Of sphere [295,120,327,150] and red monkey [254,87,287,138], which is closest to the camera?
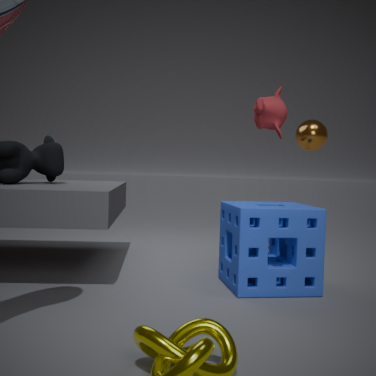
red monkey [254,87,287,138]
